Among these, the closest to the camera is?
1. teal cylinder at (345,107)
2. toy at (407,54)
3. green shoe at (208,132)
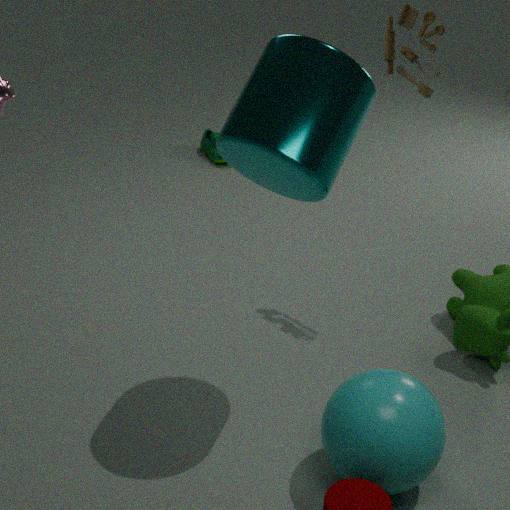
teal cylinder at (345,107)
